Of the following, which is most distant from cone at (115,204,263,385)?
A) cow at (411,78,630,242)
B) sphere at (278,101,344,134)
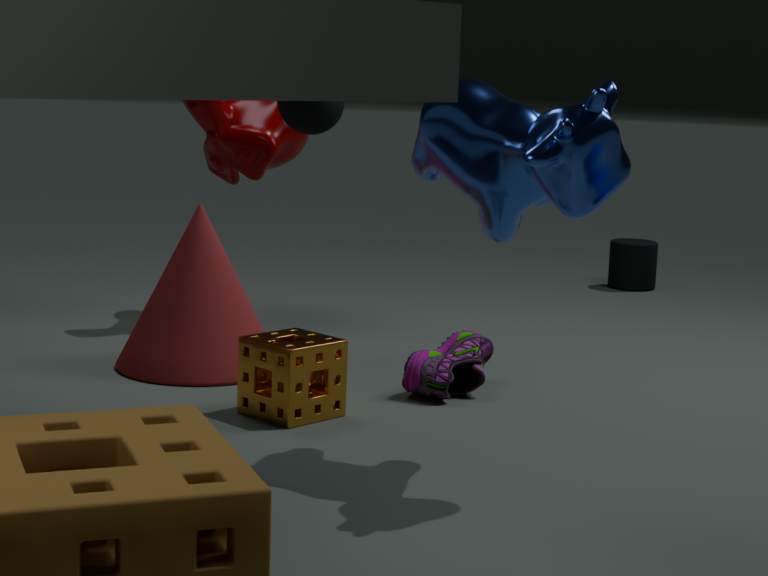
cow at (411,78,630,242)
